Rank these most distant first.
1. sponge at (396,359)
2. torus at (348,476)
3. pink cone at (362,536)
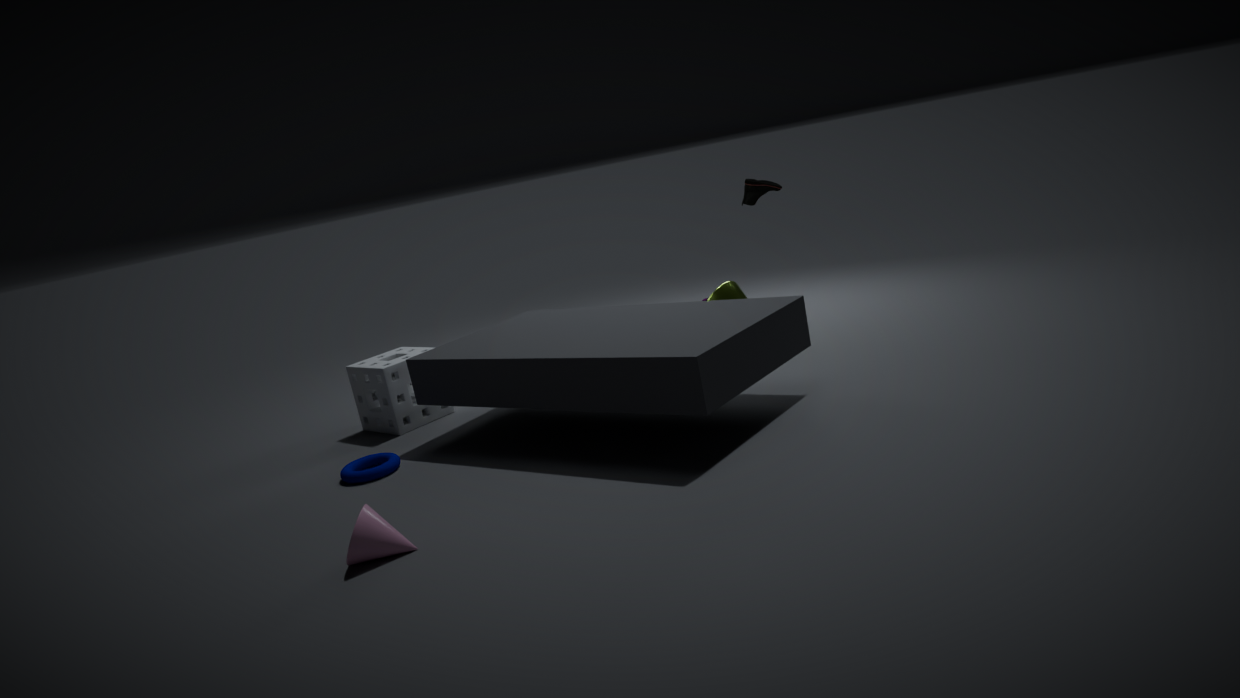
sponge at (396,359), torus at (348,476), pink cone at (362,536)
